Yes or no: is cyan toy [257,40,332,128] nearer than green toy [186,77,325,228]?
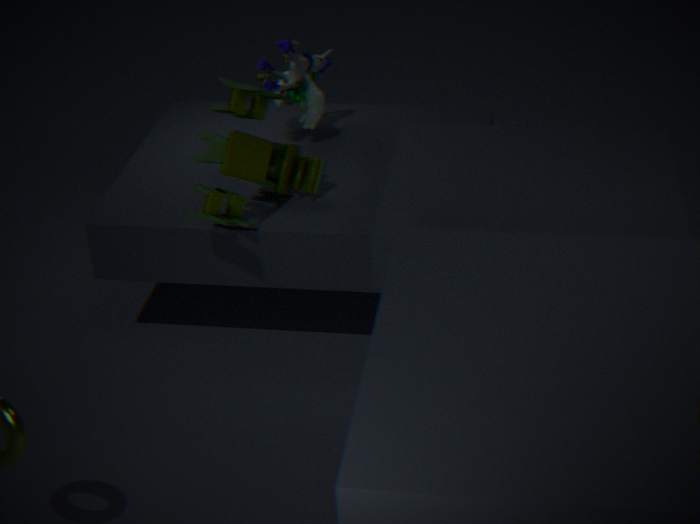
No
